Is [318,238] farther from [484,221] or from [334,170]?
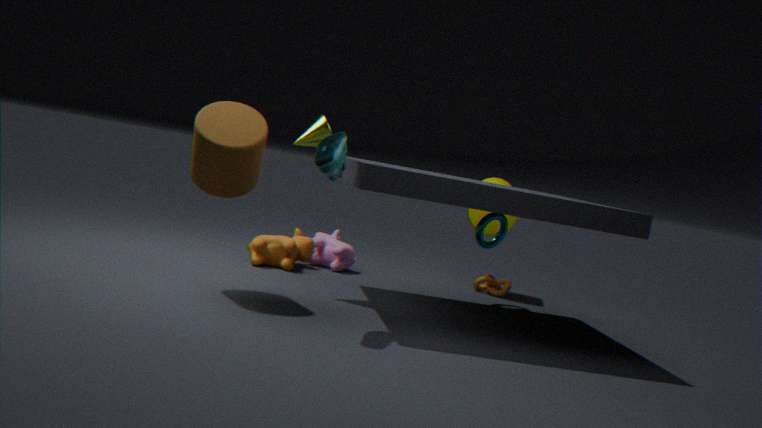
[334,170]
